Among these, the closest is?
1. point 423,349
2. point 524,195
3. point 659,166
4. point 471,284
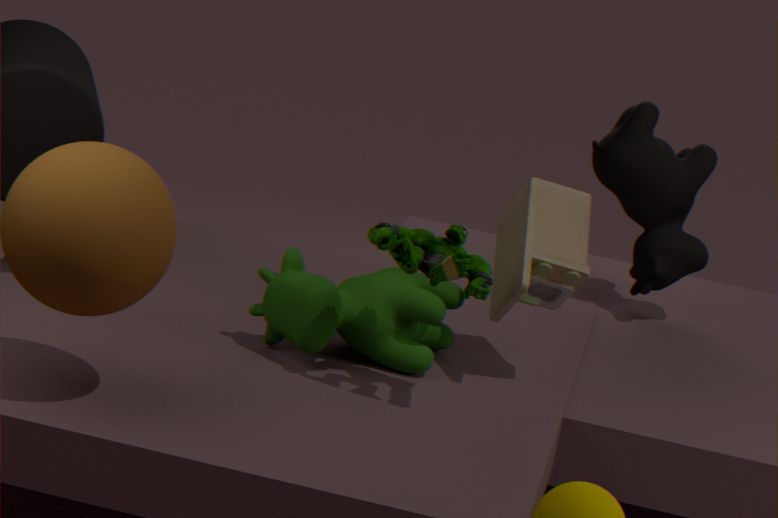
point 471,284
